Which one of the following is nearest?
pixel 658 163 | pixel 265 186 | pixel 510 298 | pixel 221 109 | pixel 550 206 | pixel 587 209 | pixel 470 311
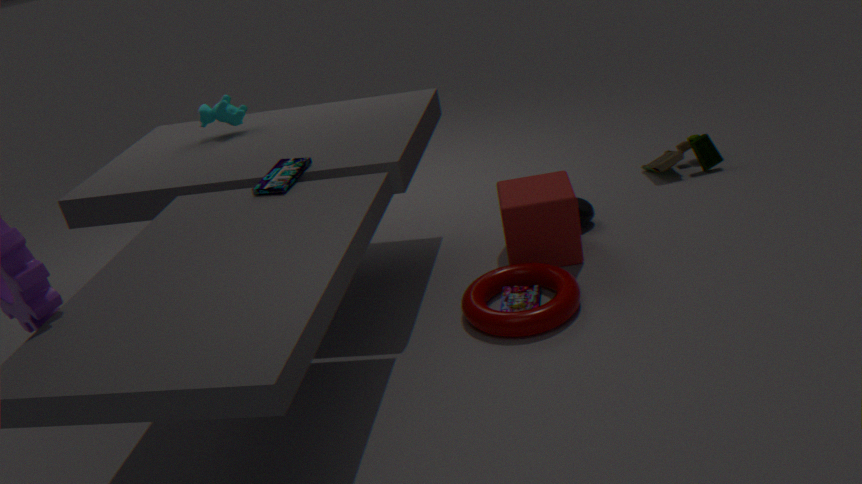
pixel 265 186
